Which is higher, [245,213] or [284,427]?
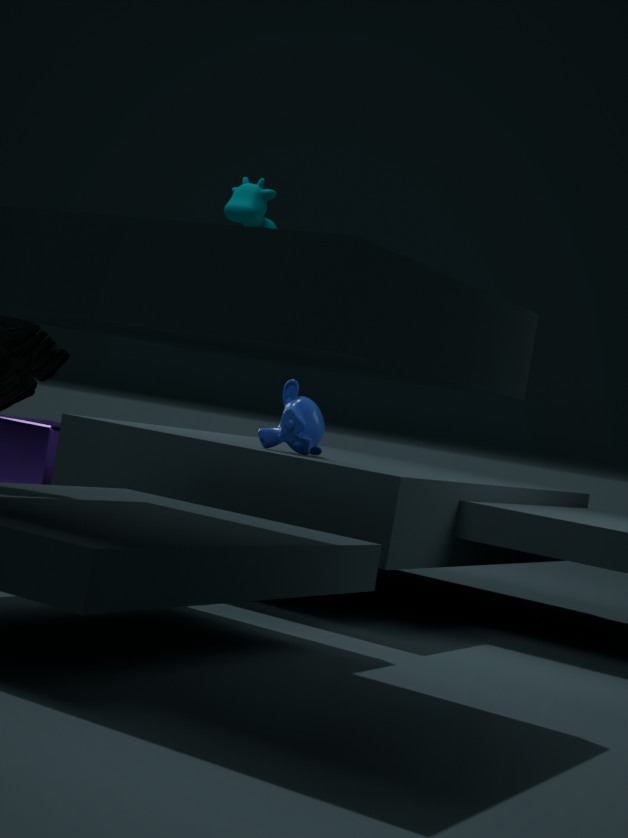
[245,213]
